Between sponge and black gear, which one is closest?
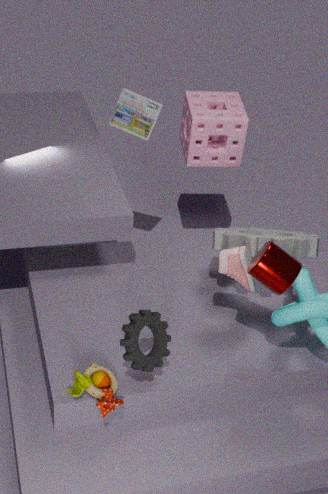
black gear
